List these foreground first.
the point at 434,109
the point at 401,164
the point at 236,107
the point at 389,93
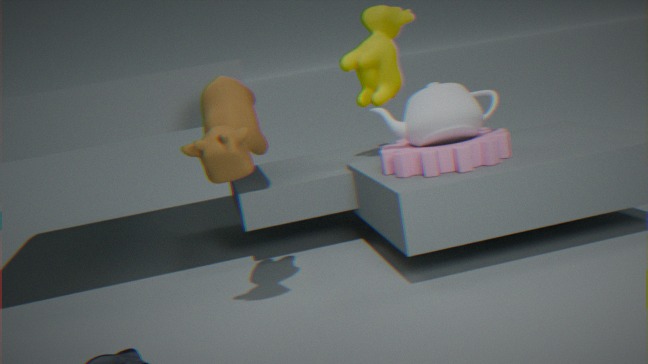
the point at 236,107 → the point at 434,109 → the point at 401,164 → the point at 389,93
